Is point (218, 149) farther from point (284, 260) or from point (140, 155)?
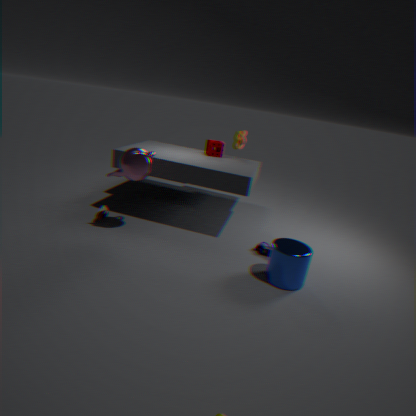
point (284, 260)
